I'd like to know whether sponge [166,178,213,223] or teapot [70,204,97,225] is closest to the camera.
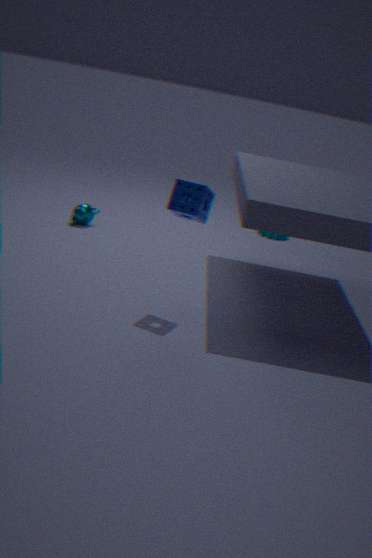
sponge [166,178,213,223]
